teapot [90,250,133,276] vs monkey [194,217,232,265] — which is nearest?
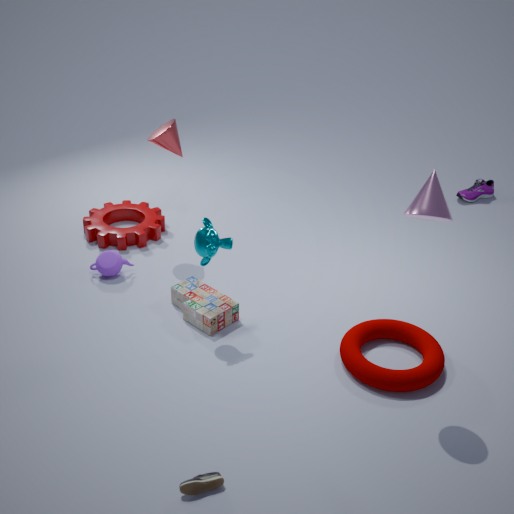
monkey [194,217,232,265]
